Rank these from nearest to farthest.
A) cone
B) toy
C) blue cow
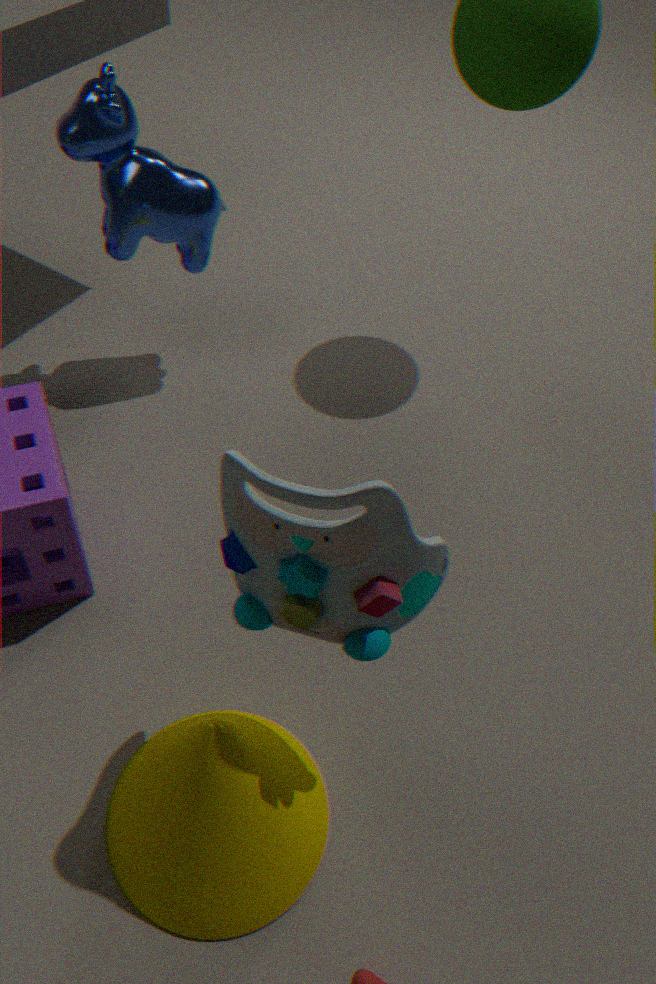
toy → cone → blue cow
